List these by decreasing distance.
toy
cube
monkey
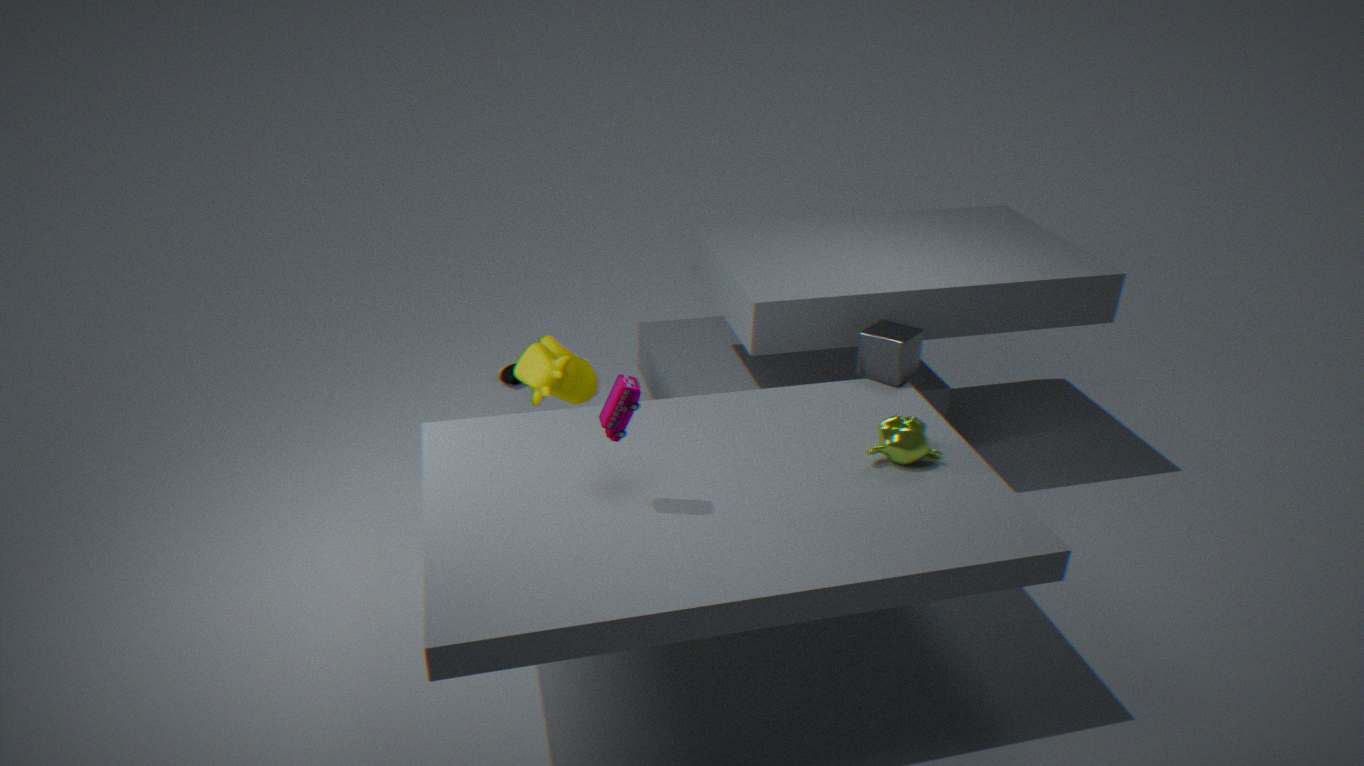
cube → monkey → toy
